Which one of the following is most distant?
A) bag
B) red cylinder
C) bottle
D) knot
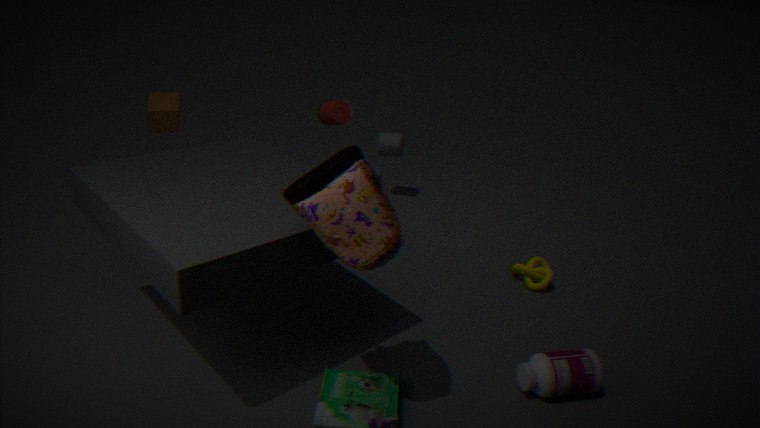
red cylinder
